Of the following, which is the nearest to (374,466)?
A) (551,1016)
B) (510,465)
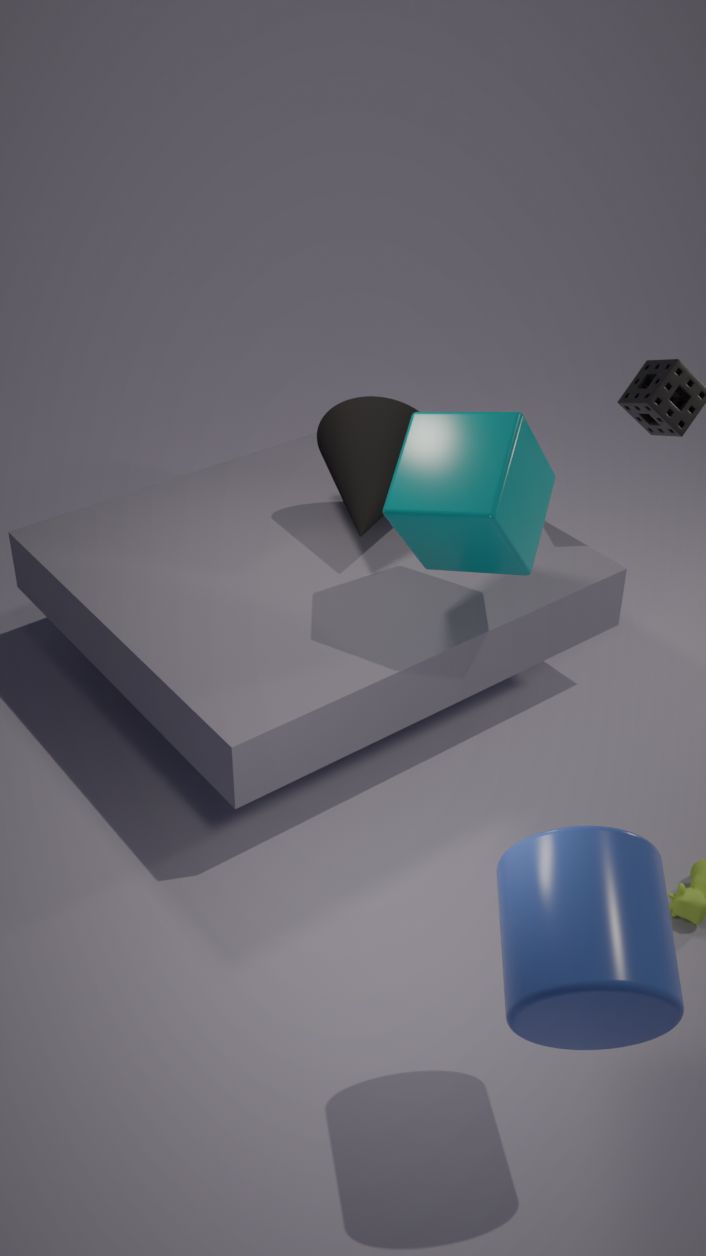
(510,465)
